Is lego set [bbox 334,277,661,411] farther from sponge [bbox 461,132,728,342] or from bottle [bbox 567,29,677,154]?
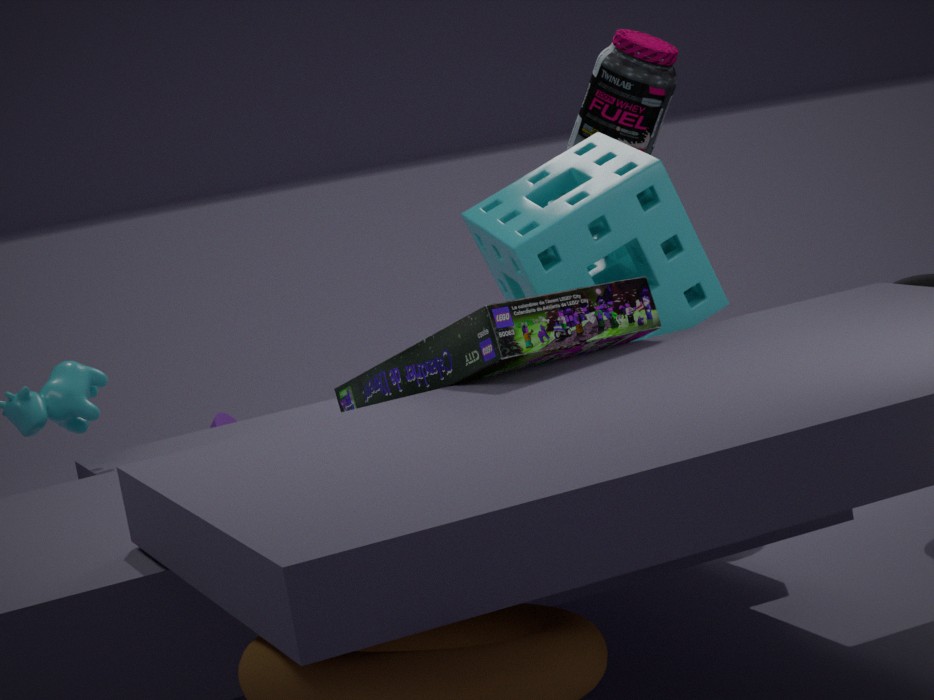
bottle [bbox 567,29,677,154]
